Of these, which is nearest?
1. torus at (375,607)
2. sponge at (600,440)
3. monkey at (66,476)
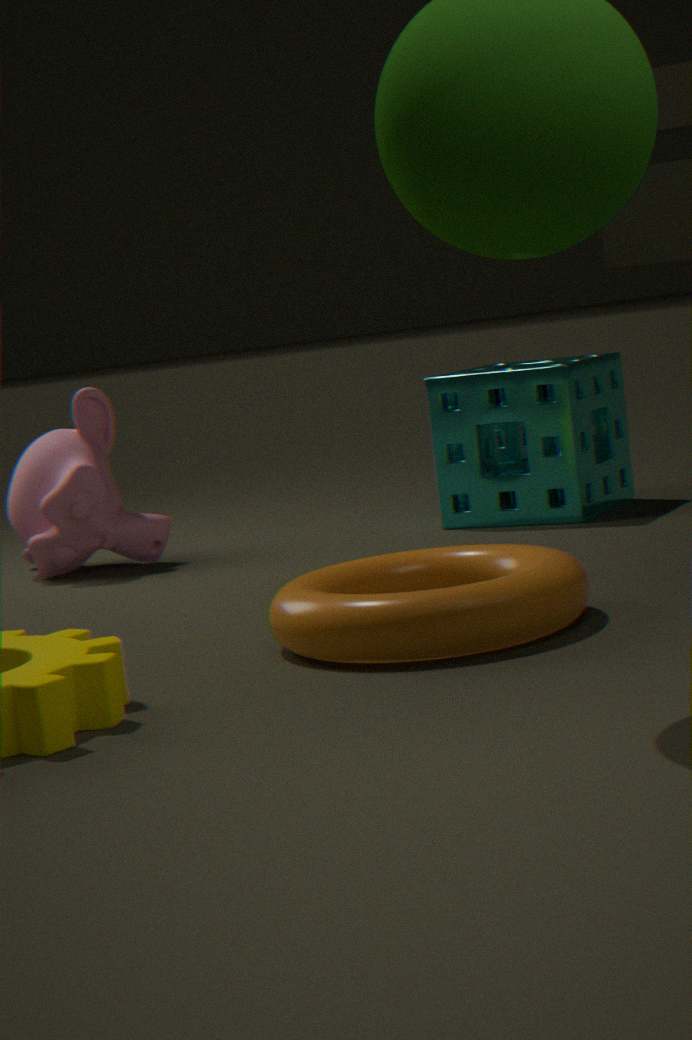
torus at (375,607)
